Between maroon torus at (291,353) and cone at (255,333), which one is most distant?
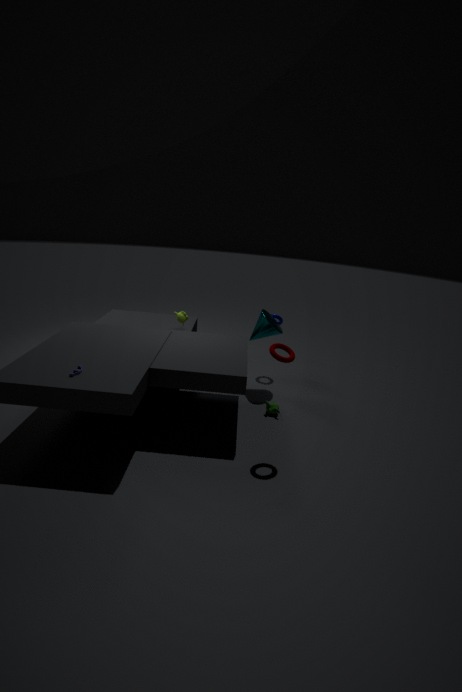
cone at (255,333)
